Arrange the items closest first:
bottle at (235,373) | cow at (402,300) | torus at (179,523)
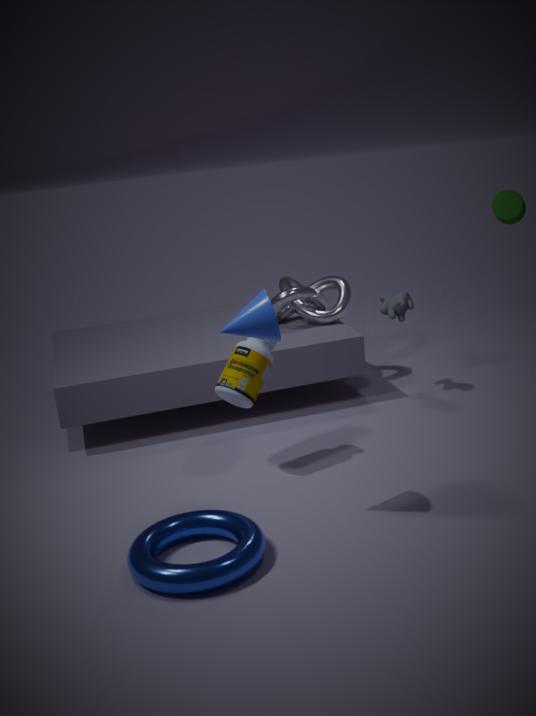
torus at (179,523)
bottle at (235,373)
cow at (402,300)
